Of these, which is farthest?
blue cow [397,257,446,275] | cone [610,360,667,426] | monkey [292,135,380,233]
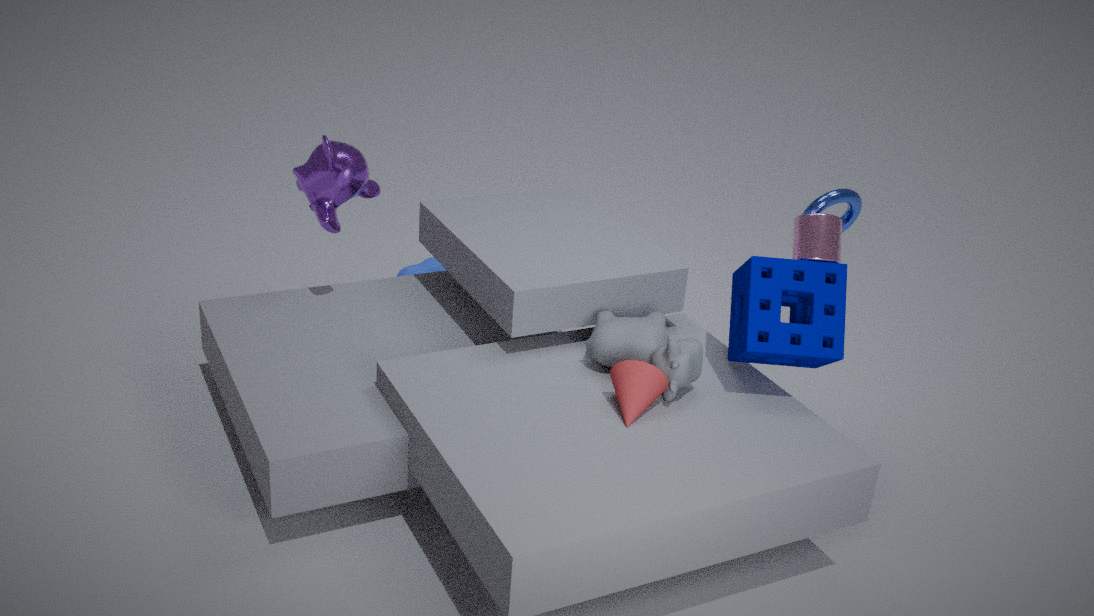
blue cow [397,257,446,275]
